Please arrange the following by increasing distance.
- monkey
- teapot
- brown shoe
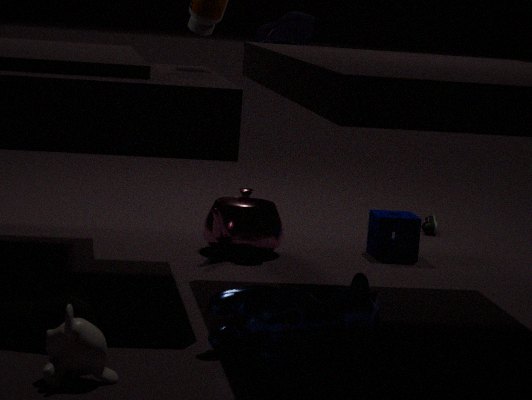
monkey, teapot, brown shoe
